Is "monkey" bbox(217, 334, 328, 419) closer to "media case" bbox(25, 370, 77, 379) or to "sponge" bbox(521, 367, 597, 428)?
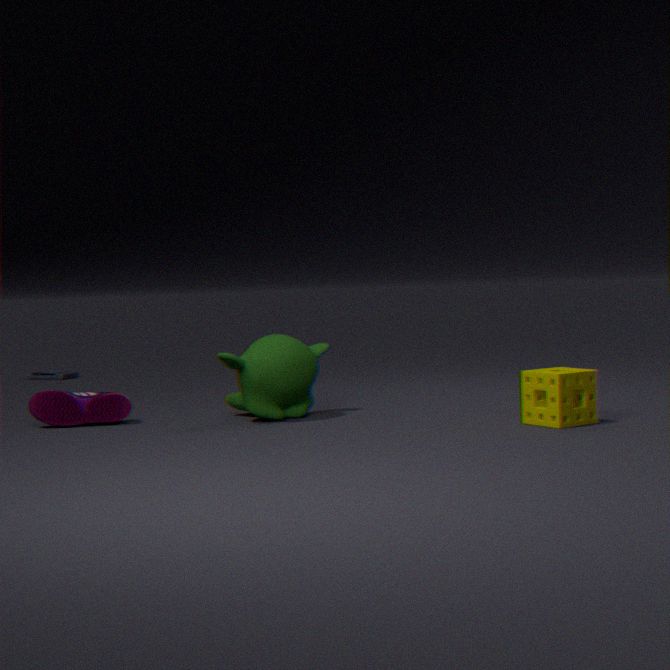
"sponge" bbox(521, 367, 597, 428)
